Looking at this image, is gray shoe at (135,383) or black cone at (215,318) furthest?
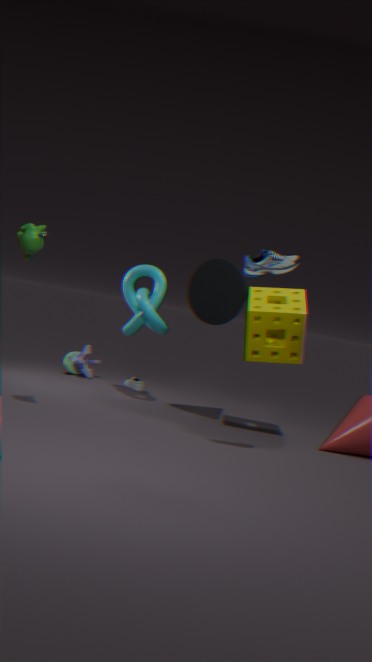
gray shoe at (135,383)
